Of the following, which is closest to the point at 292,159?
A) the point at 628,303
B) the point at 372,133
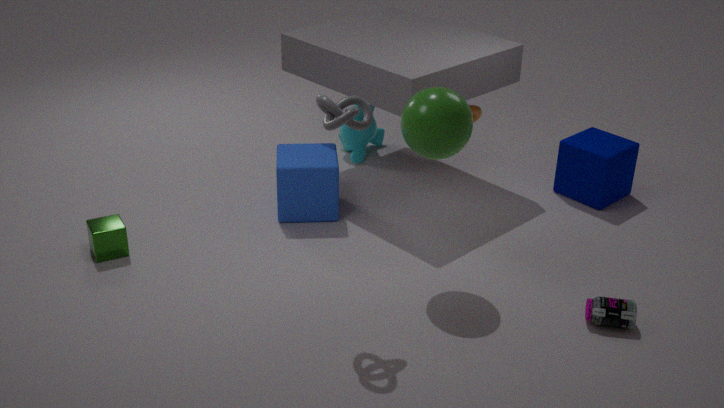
the point at 372,133
